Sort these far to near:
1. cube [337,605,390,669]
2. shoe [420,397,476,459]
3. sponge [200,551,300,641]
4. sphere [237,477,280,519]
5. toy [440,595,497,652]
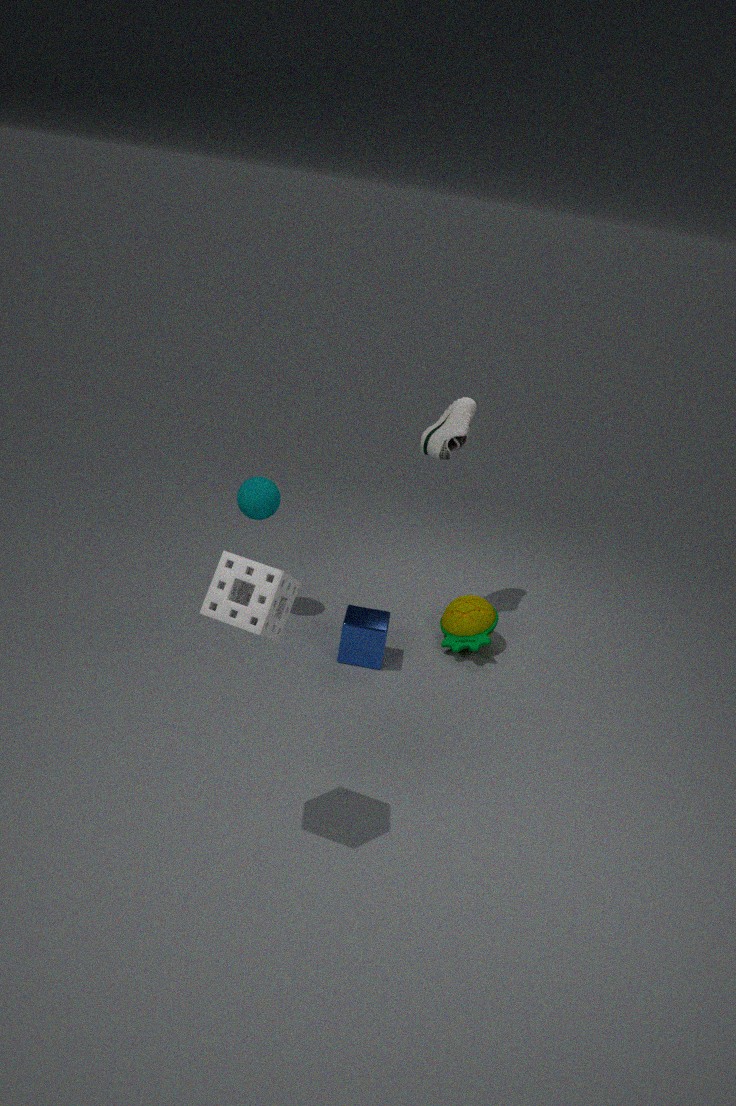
shoe [420,397,476,459] → toy [440,595,497,652] → sphere [237,477,280,519] → cube [337,605,390,669] → sponge [200,551,300,641]
